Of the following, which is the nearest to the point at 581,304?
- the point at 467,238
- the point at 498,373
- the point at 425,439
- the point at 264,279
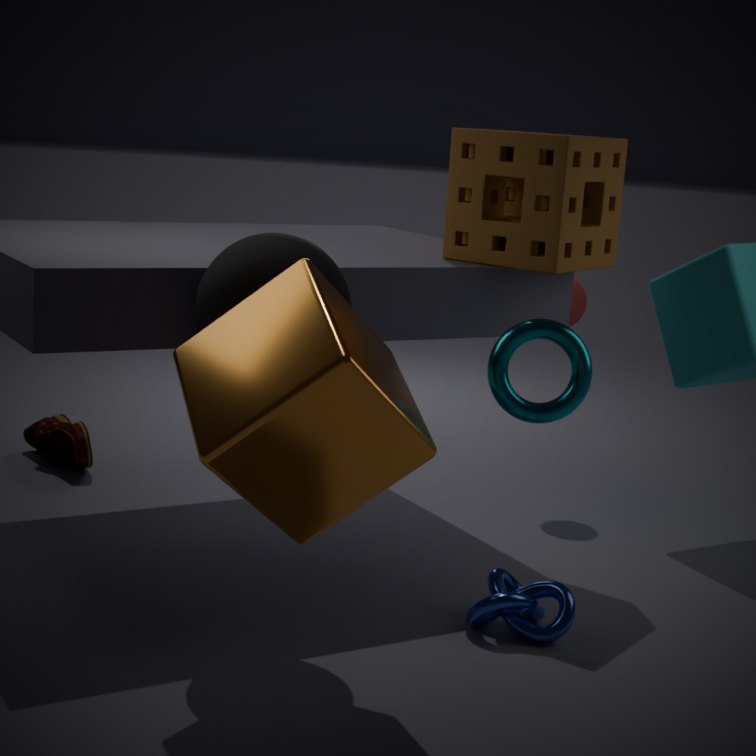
the point at 467,238
